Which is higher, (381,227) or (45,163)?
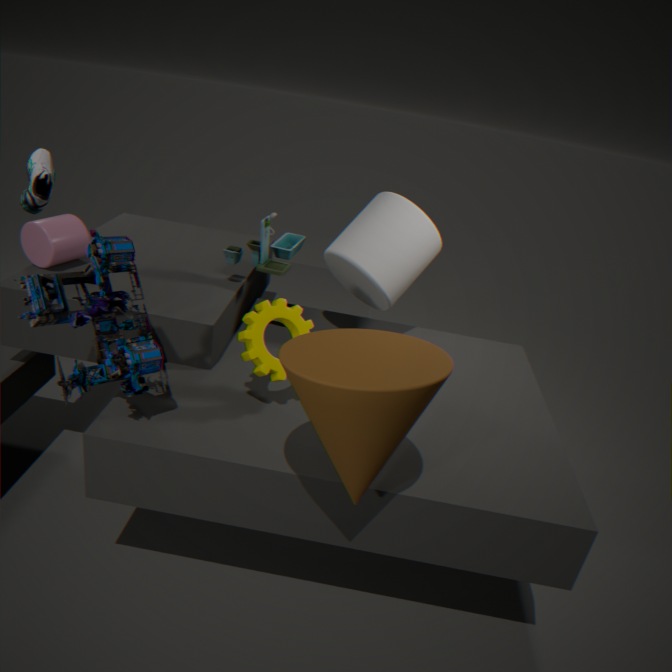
(381,227)
